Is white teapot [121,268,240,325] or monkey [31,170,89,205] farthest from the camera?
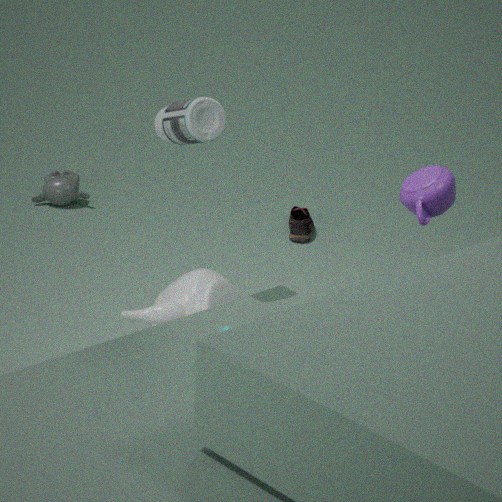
monkey [31,170,89,205]
